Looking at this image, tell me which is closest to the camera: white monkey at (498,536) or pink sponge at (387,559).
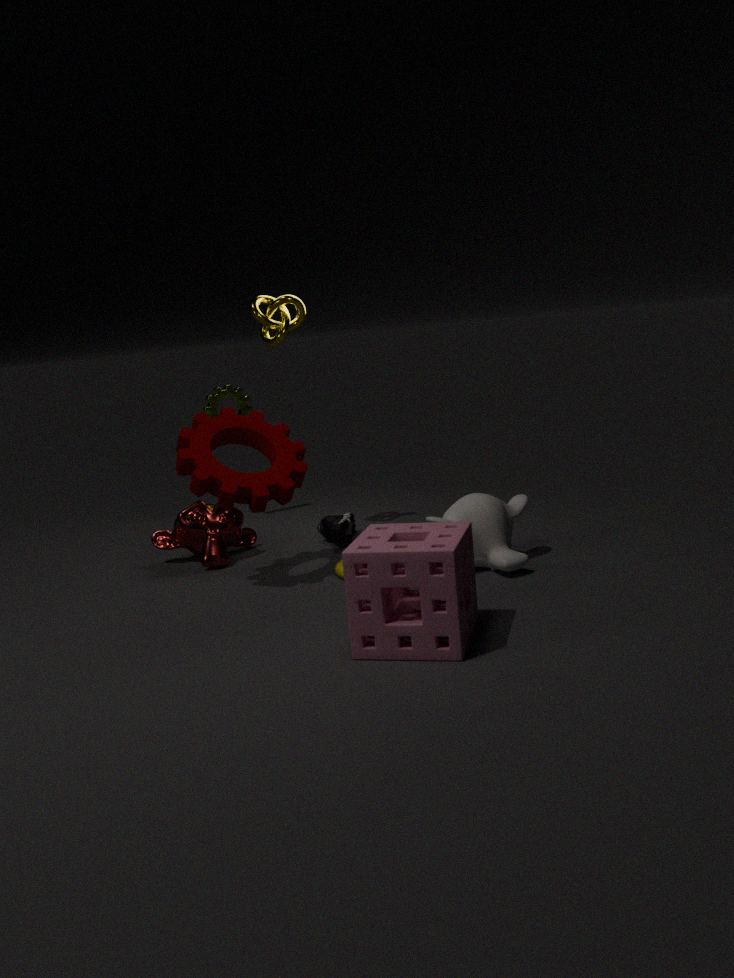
pink sponge at (387,559)
